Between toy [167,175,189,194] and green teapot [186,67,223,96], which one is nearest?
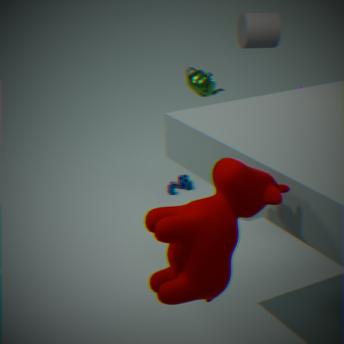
green teapot [186,67,223,96]
